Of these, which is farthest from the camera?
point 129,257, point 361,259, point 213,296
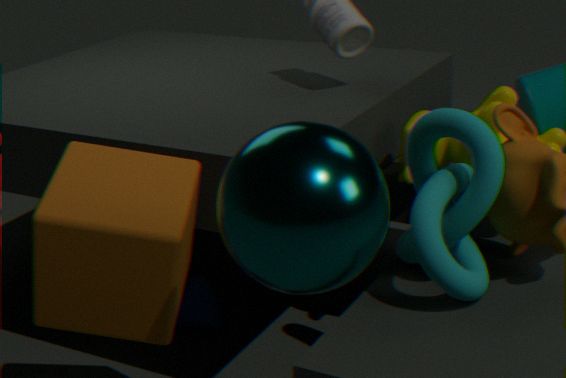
point 213,296
